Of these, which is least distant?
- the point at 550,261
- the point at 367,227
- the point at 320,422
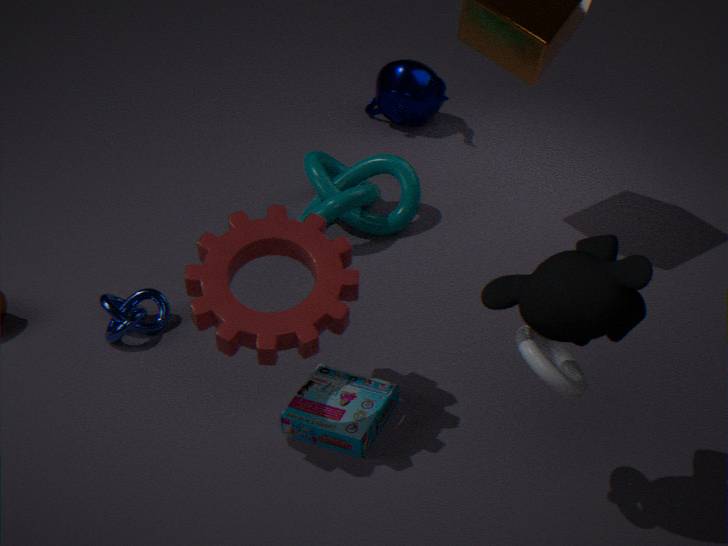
the point at 550,261
